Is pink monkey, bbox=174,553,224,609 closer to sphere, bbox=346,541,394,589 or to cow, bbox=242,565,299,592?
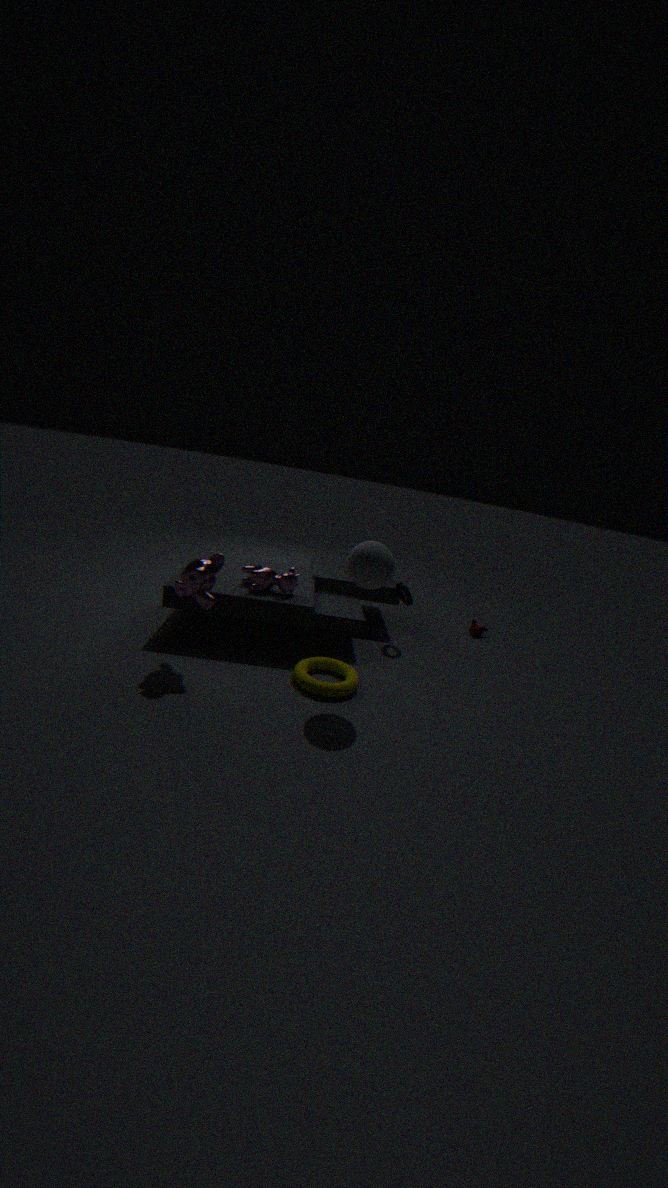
cow, bbox=242,565,299,592
